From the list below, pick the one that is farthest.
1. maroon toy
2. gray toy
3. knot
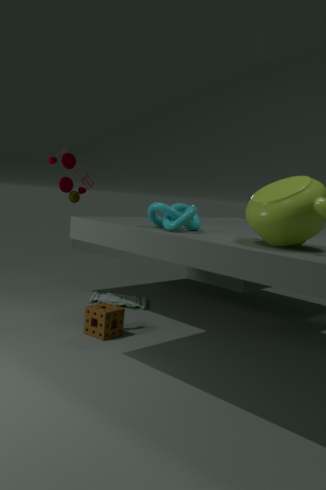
gray toy
